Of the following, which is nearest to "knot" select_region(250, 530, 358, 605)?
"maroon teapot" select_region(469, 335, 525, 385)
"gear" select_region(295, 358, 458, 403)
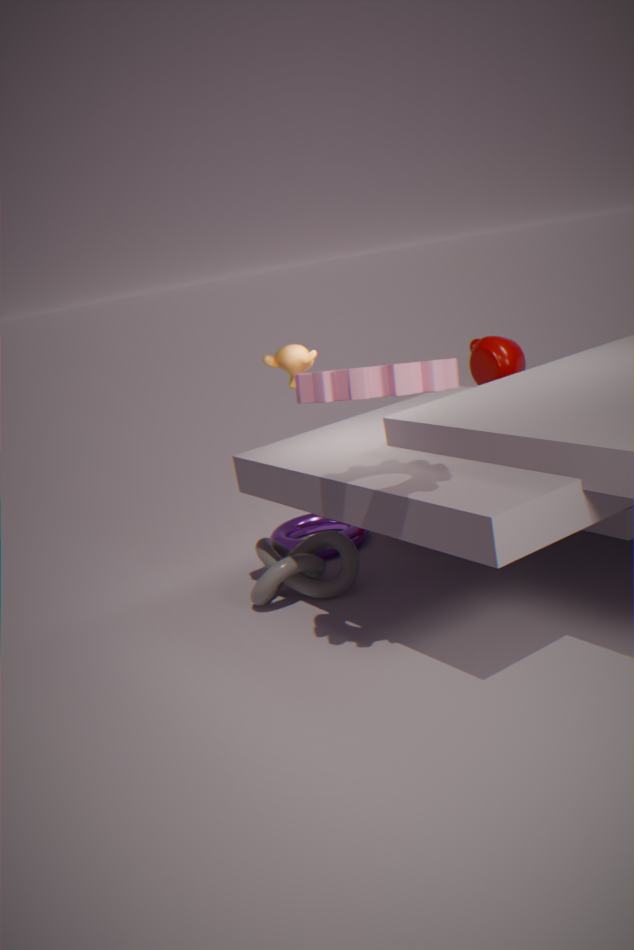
"gear" select_region(295, 358, 458, 403)
